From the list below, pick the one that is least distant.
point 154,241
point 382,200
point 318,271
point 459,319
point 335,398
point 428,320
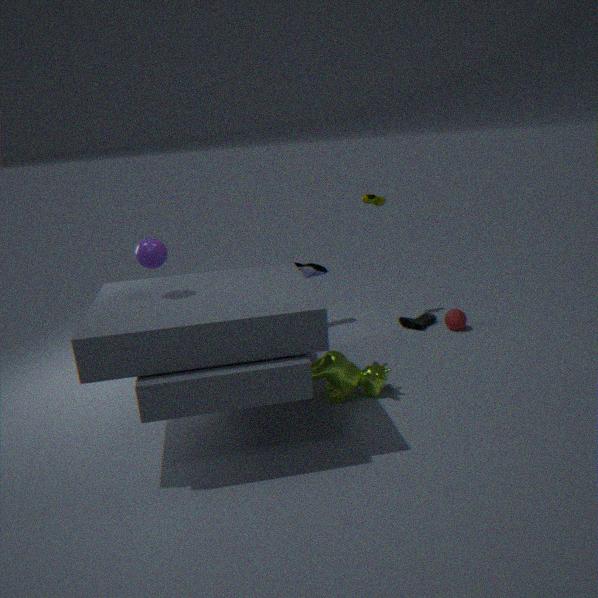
point 154,241
